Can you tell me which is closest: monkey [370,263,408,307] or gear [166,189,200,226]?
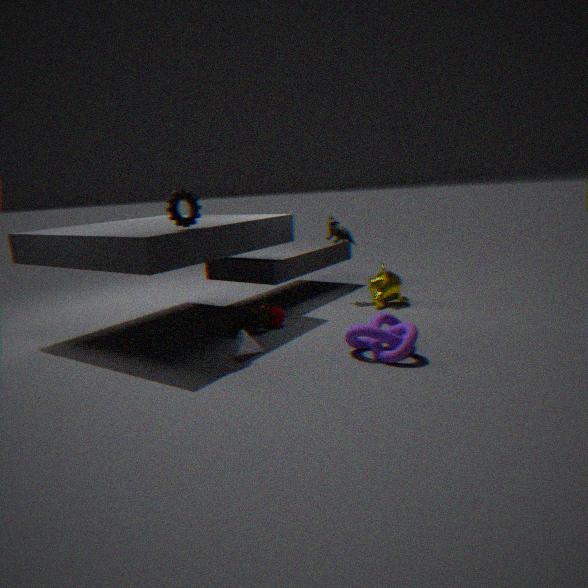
gear [166,189,200,226]
